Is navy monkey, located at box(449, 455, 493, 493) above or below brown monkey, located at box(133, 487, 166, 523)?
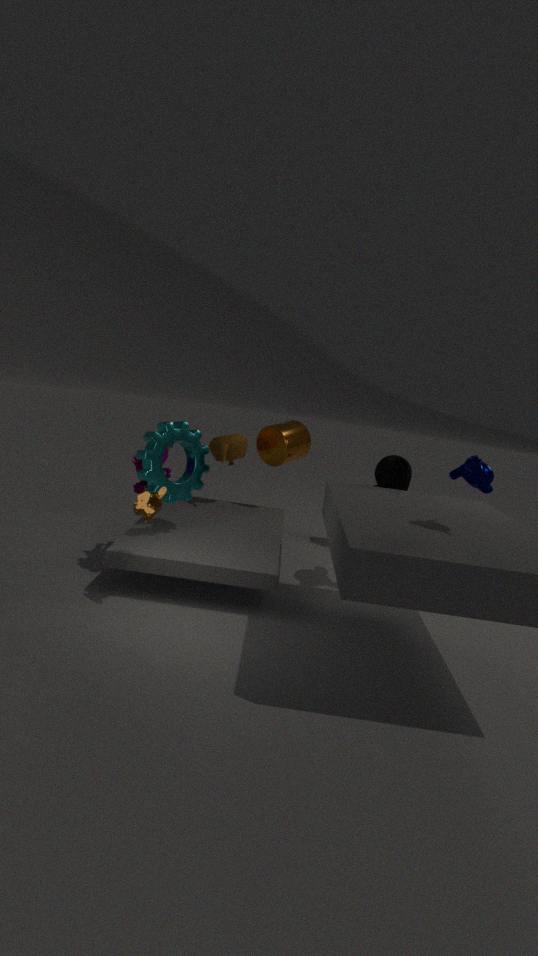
above
